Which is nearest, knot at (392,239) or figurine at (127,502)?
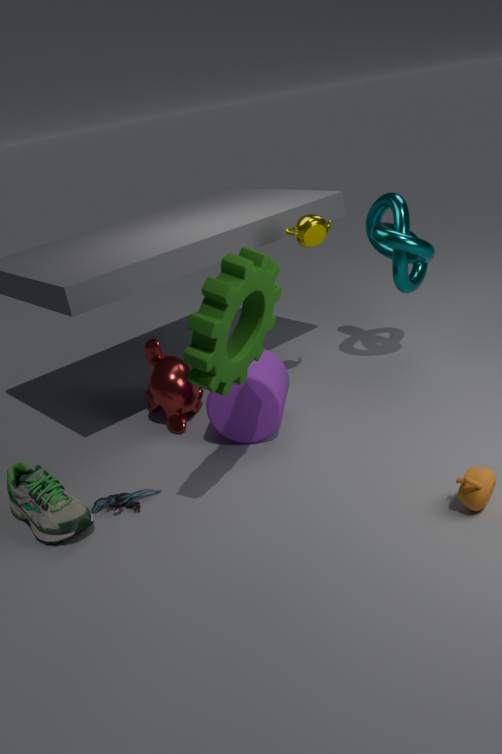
figurine at (127,502)
